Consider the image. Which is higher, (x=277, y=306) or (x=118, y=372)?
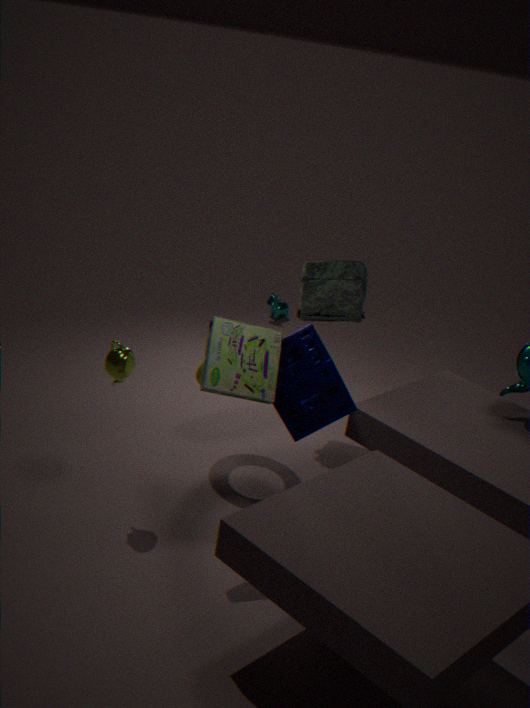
(x=118, y=372)
